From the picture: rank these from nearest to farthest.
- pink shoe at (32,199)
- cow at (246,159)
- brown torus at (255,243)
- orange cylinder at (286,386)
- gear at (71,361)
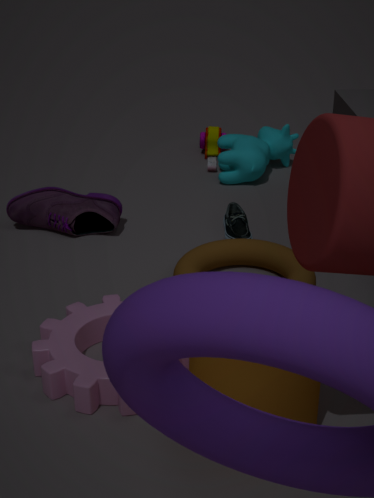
orange cylinder at (286,386)
gear at (71,361)
brown torus at (255,243)
pink shoe at (32,199)
cow at (246,159)
